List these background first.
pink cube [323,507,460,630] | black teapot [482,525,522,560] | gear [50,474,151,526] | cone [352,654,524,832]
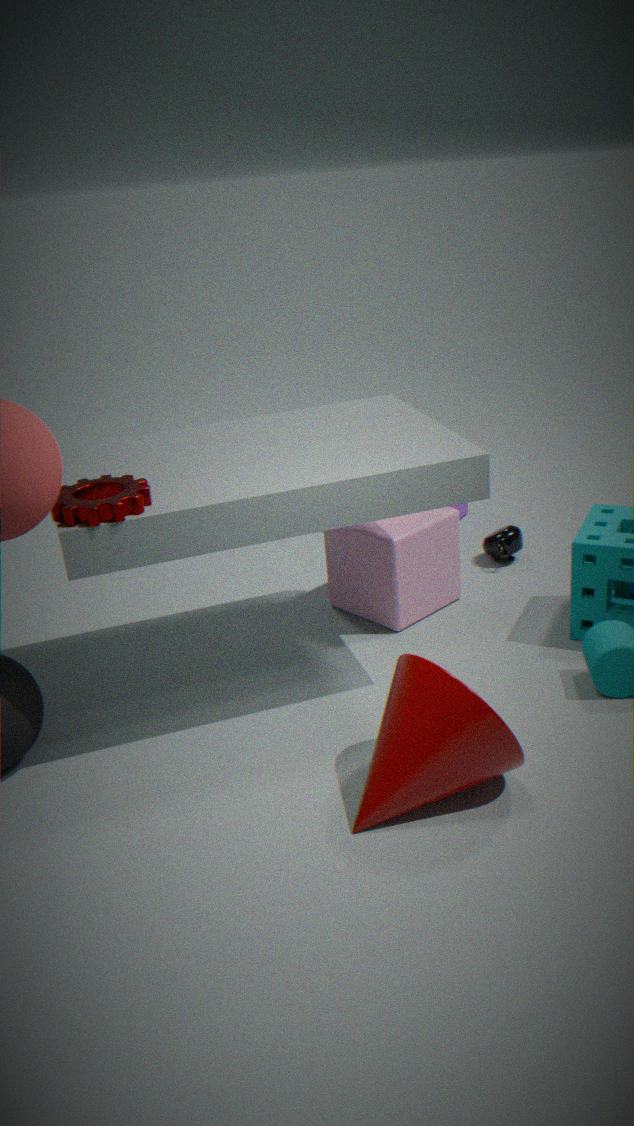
black teapot [482,525,522,560] < pink cube [323,507,460,630] < gear [50,474,151,526] < cone [352,654,524,832]
